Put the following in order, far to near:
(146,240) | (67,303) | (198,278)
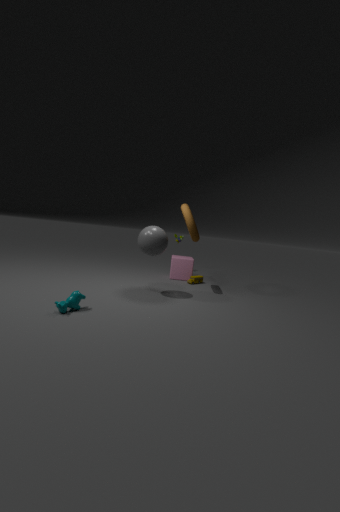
(198,278) → (146,240) → (67,303)
